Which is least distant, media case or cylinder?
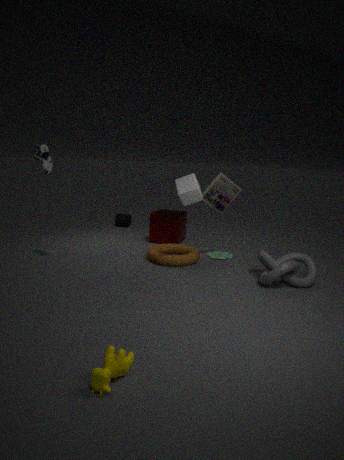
media case
